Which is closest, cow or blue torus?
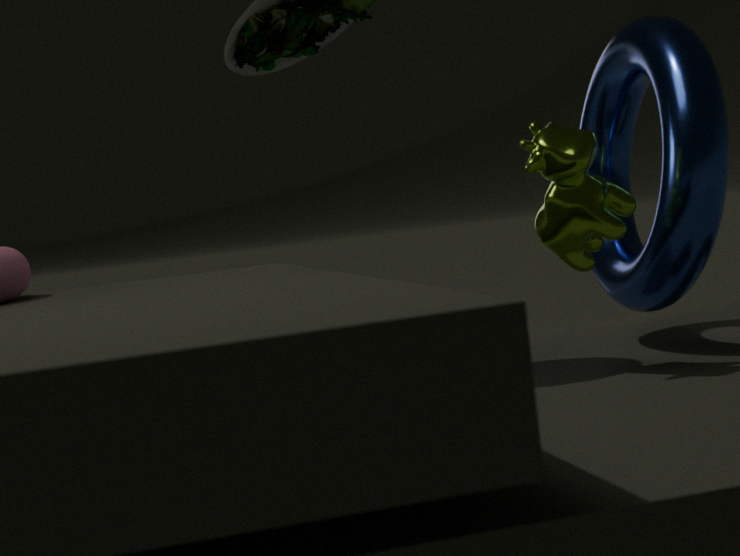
cow
